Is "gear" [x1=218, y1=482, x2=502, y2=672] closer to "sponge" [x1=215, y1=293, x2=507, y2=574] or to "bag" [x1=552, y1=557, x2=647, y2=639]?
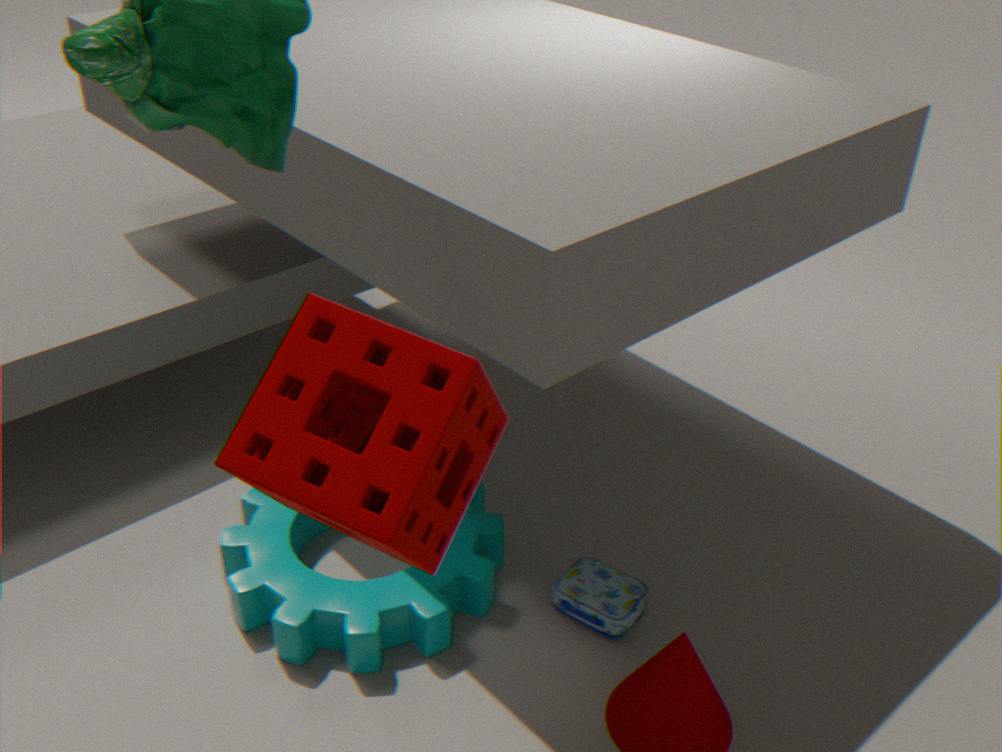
"bag" [x1=552, y1=557, x2=647, y2=639]
